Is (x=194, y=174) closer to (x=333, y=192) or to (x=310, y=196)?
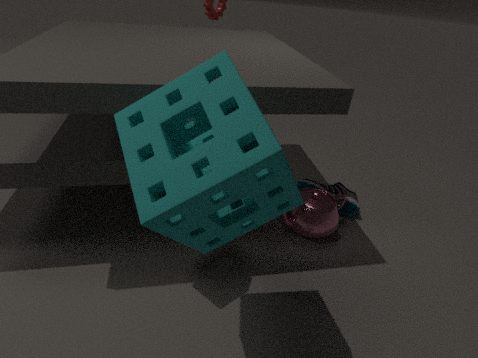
(x=310, y=196)
